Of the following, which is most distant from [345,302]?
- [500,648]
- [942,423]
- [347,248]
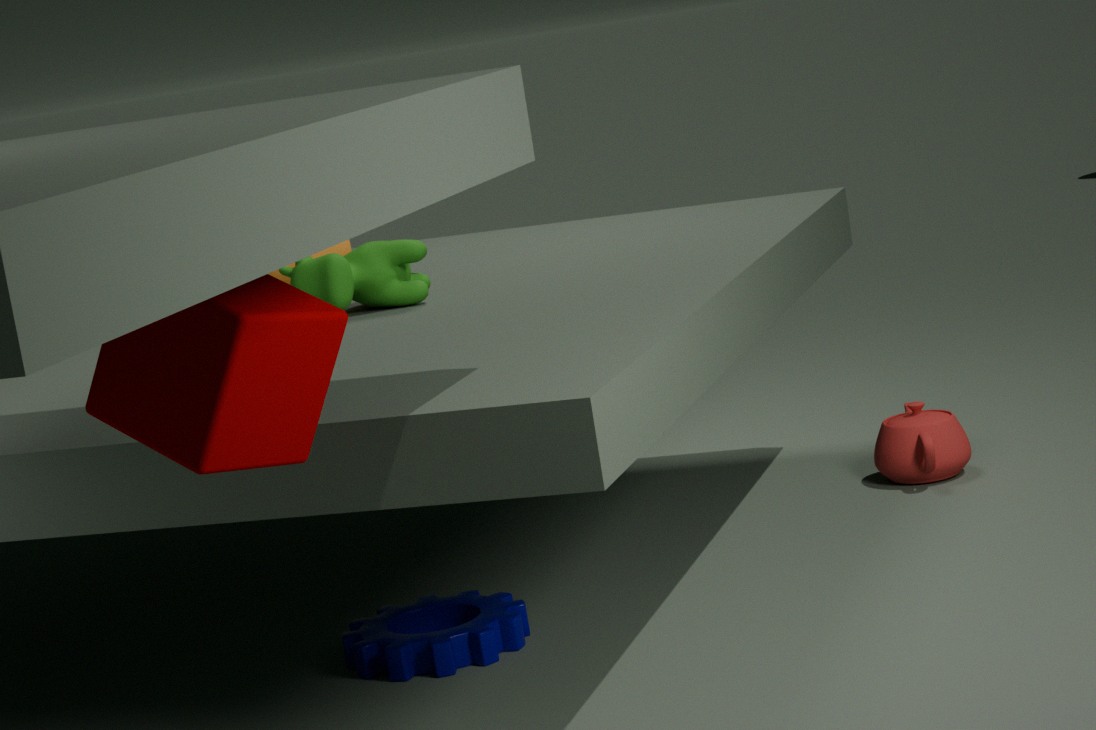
[942,423]
